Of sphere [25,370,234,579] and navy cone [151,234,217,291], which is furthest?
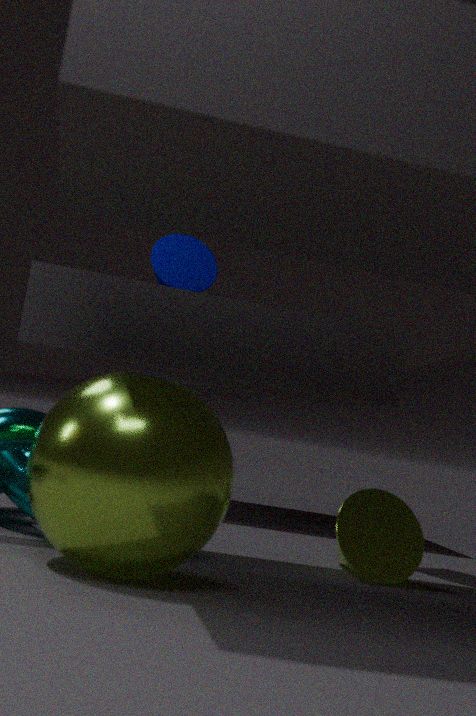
navy cone [151,234,217,291]
